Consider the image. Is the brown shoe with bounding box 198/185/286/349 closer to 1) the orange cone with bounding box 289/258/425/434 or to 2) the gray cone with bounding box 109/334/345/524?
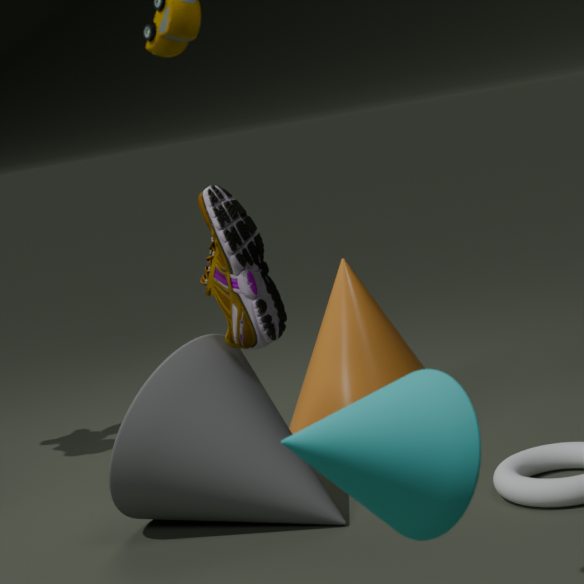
2) the gray cone with bounding box 109/334/345/524
